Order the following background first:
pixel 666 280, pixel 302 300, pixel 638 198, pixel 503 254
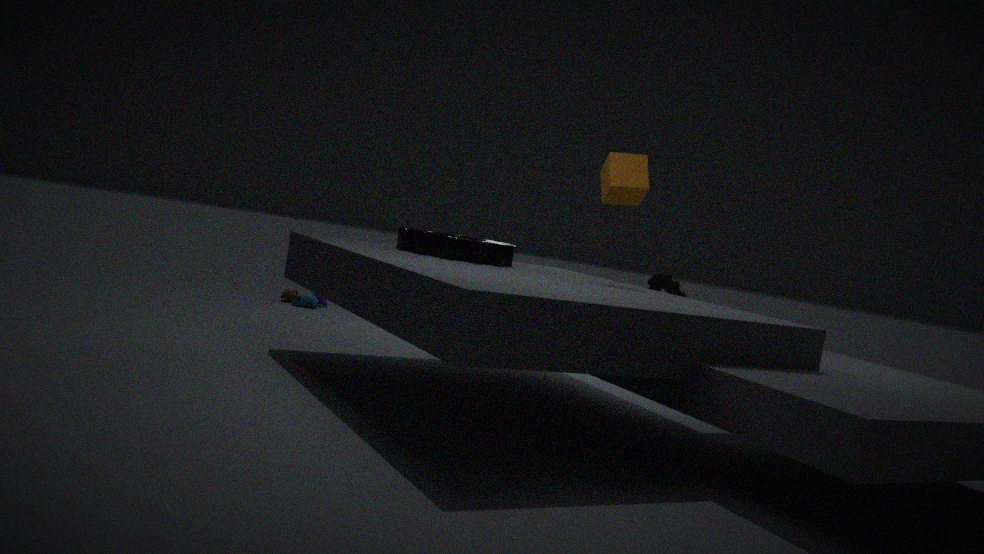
pixel 302 300 → pixel 666 280 → pixel 638 198 → pixel 503 254
